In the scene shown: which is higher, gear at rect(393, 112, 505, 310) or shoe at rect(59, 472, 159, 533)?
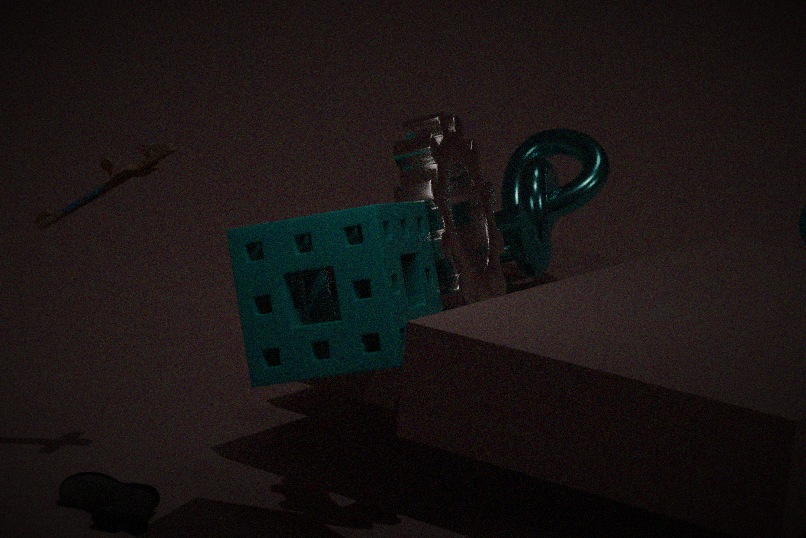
gear at rect(393, 112, 505, 310)
